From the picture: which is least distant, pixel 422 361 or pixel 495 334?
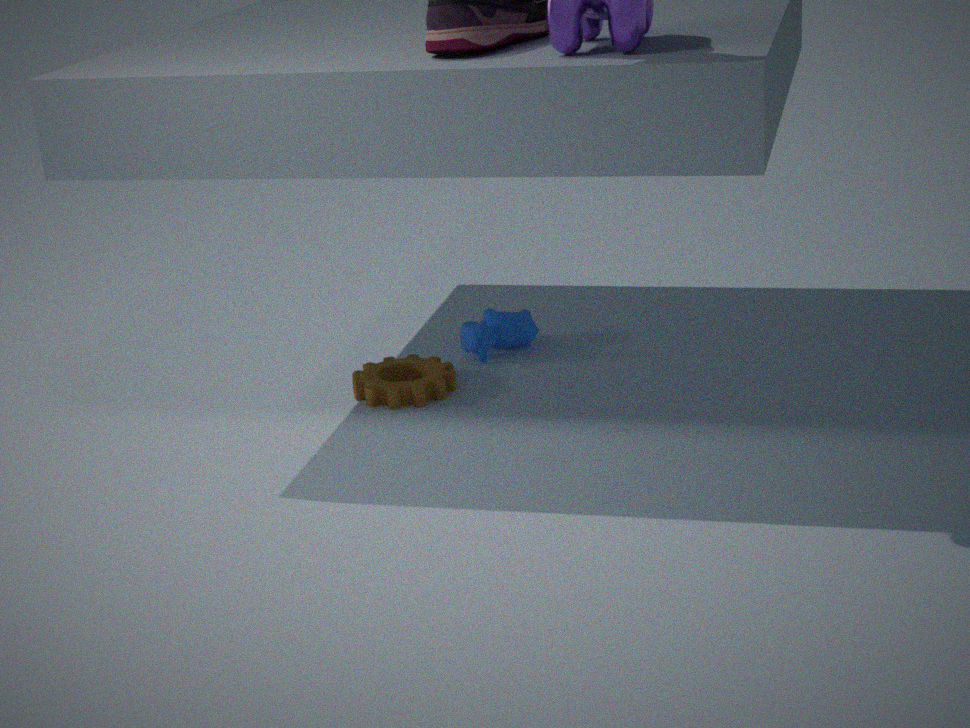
pixel 422 361
